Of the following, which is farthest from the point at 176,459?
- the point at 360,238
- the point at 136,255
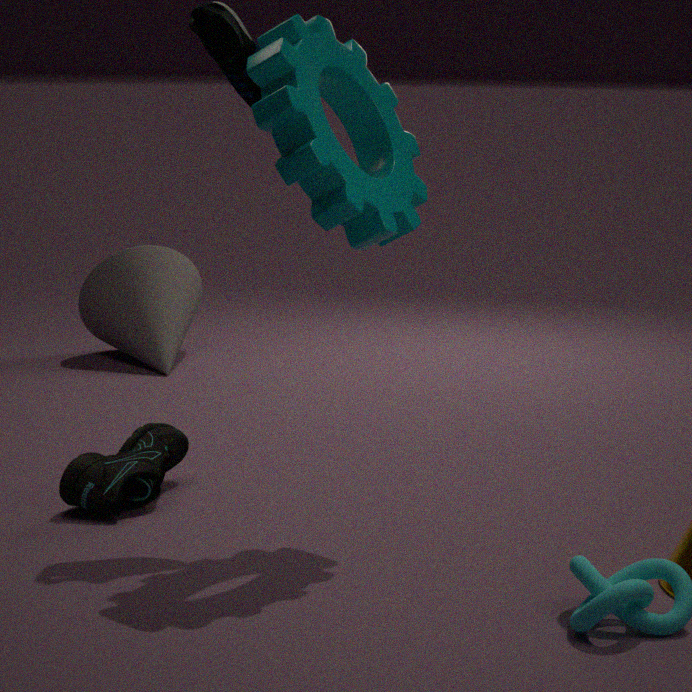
the point at 136,255
